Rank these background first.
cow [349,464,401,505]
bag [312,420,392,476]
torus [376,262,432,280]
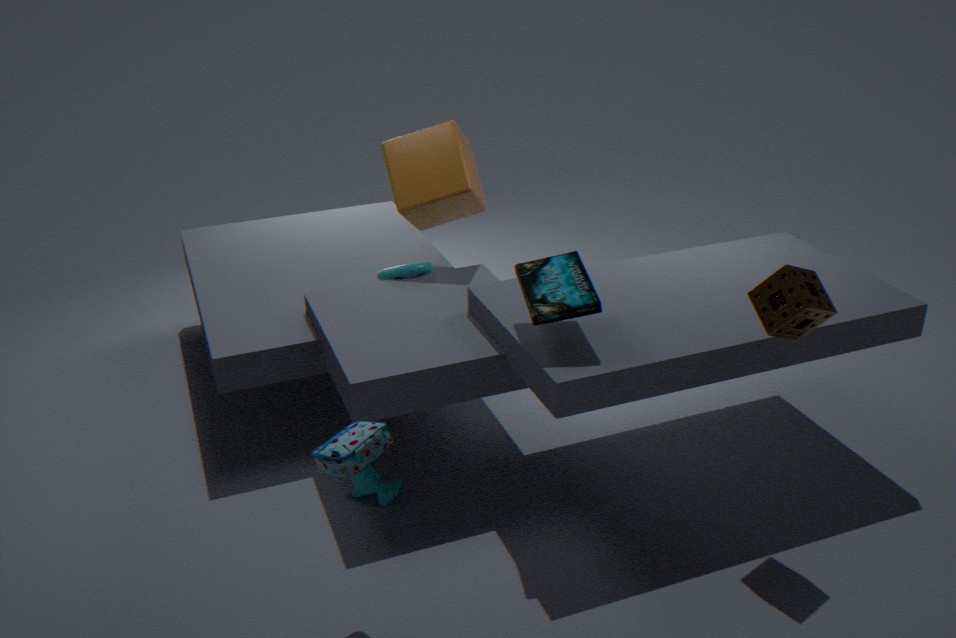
1. torus [376,262,432,280]
2. cow [349,464,401,505]
3. bag [312,420,392,476]
